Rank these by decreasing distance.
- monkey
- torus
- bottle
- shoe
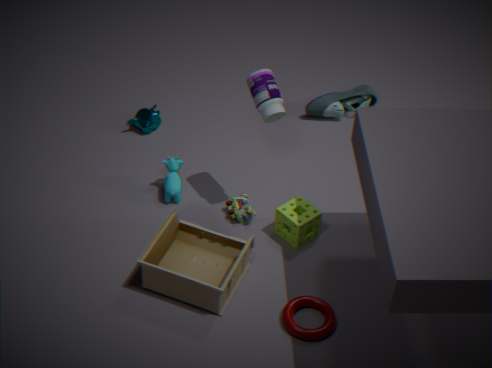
shoe < monkey < bottle < torus
